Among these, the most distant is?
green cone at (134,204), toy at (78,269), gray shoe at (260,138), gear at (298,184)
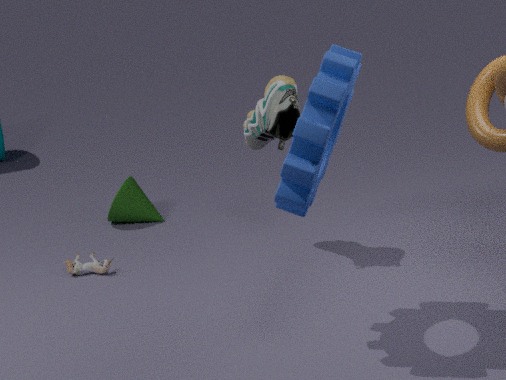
green cone at (134,204)
